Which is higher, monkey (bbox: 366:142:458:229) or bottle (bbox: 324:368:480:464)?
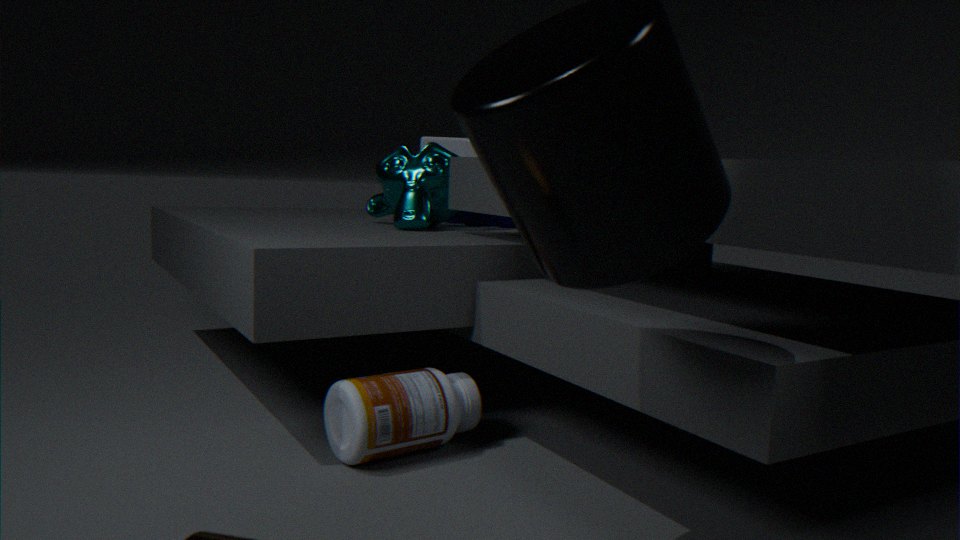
monkey (bbox: 366:142:458:229)
